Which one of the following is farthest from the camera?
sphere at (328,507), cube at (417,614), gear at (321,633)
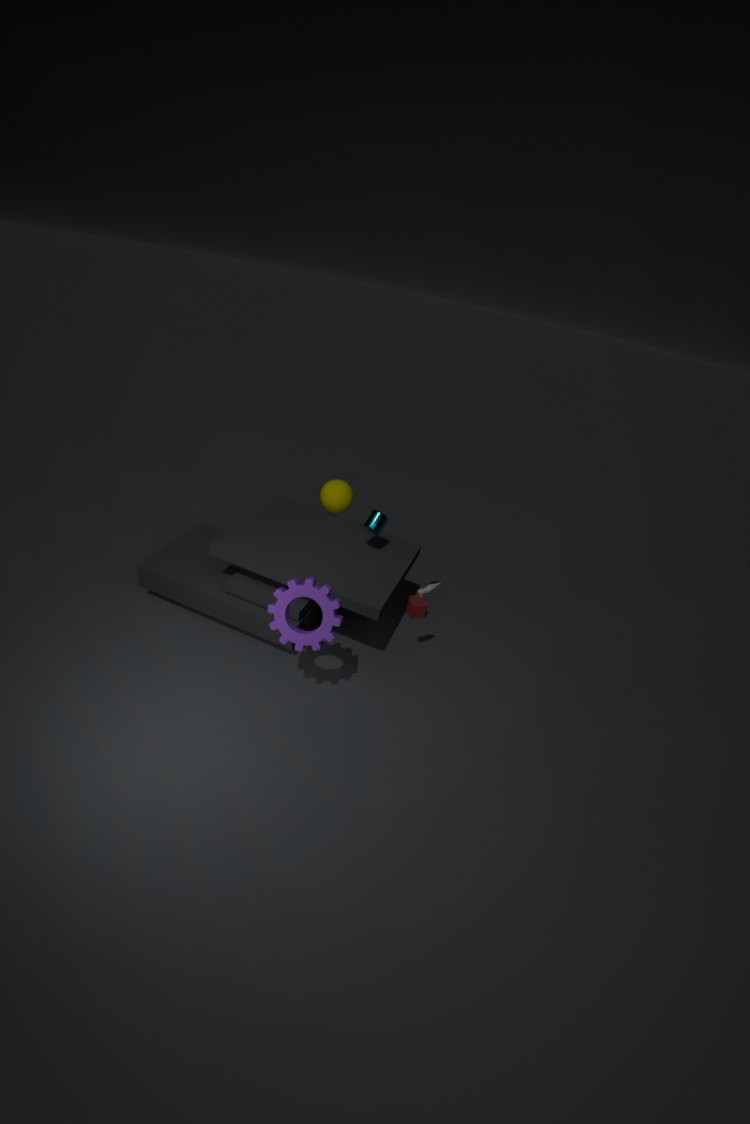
cube at (417,614)
